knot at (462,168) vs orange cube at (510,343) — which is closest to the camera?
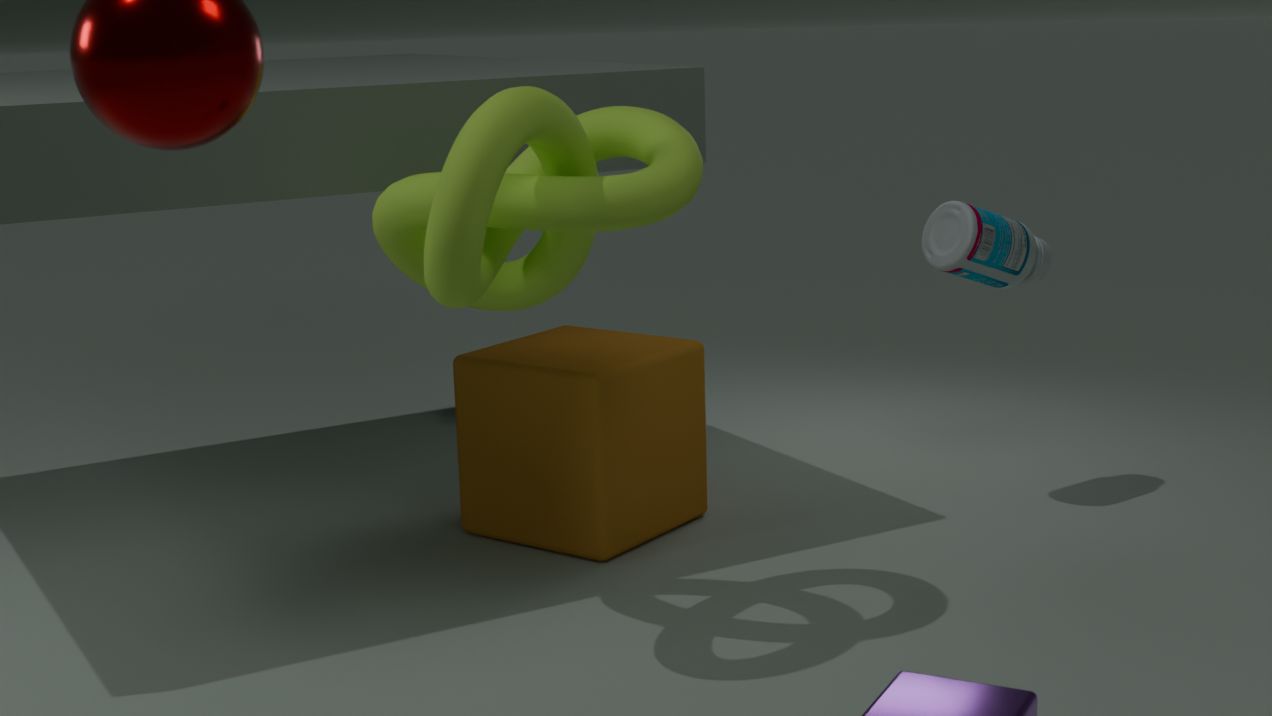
knot at (462,168)
